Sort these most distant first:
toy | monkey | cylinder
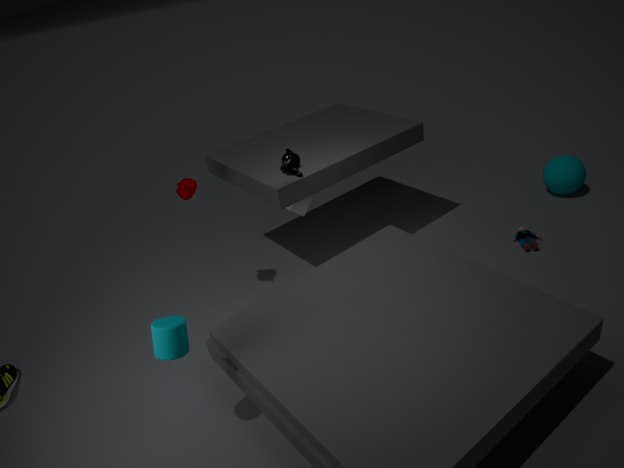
toy, monkey, cylinder
